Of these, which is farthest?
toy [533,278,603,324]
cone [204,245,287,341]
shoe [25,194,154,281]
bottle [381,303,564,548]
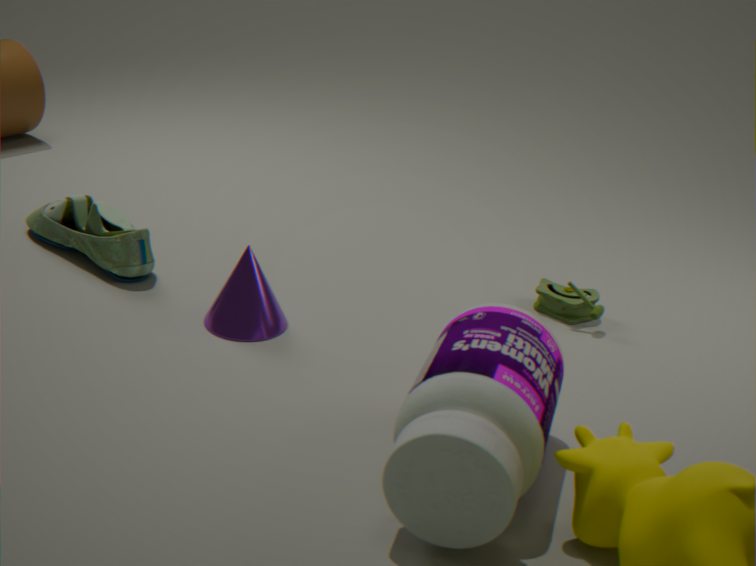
toy [533,278,603,324]
